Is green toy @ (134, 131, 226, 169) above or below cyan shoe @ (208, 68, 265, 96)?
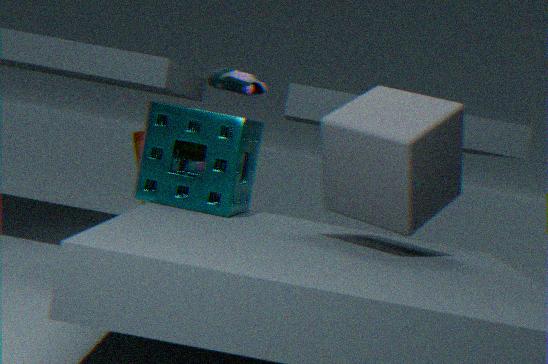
below
